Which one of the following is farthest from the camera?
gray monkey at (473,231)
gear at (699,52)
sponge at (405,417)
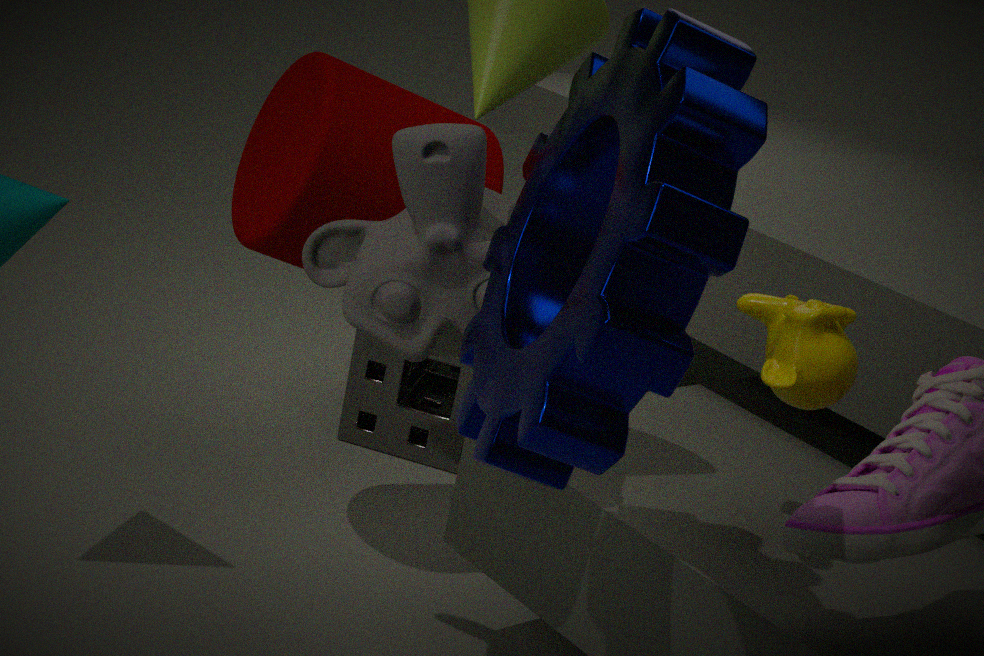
sponge at (405,417)
